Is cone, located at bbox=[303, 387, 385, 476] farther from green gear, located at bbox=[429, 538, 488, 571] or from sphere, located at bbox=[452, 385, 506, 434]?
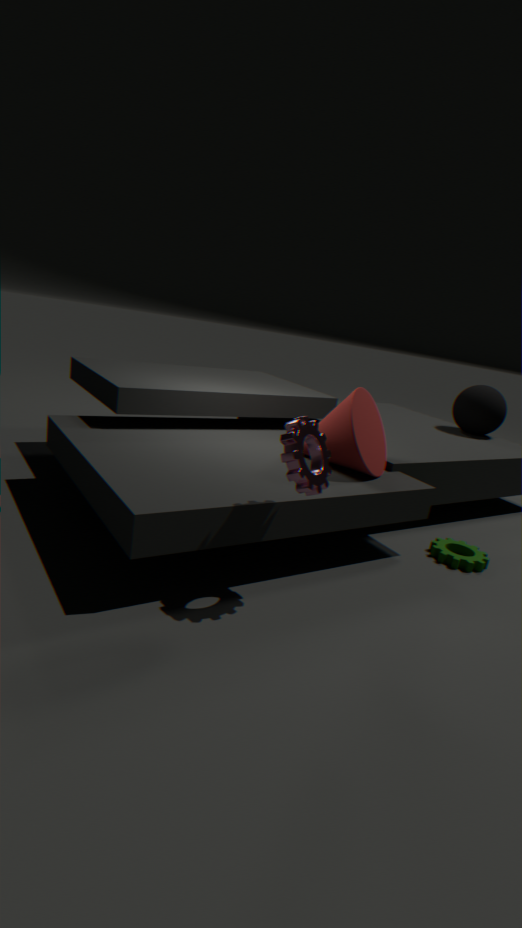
sphere, located at bbox=[452, 385, 506, 434]
